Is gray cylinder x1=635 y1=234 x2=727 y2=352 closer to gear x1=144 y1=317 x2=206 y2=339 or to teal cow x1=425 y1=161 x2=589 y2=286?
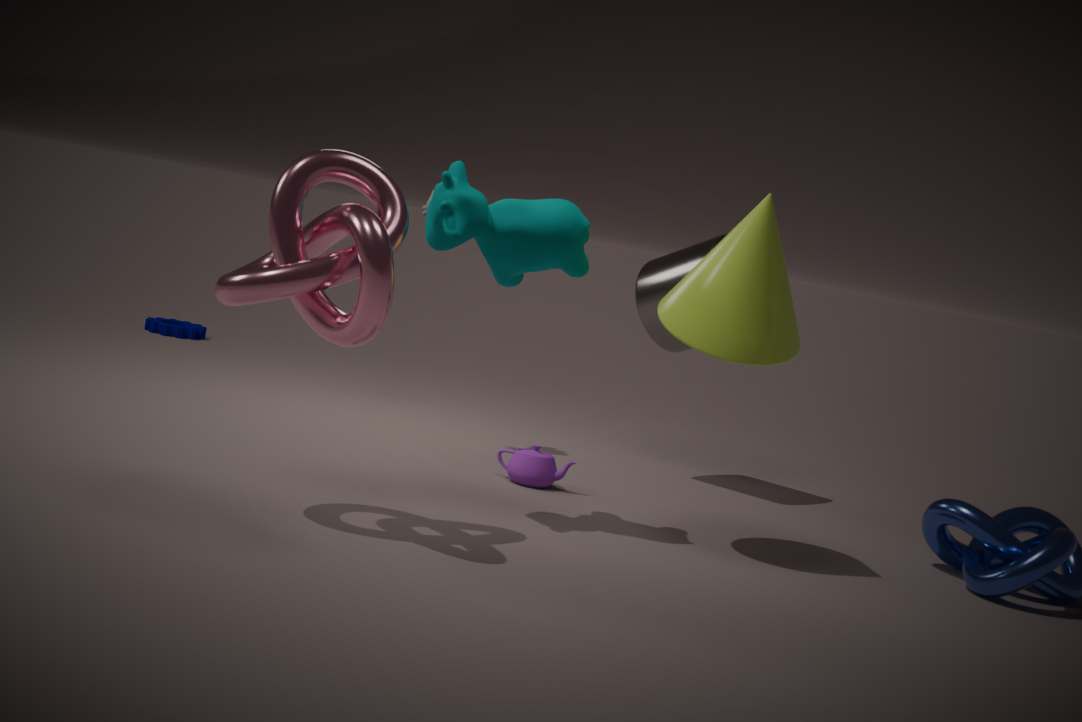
teal cow x1=425 y1=161 x2=589 y2=286
